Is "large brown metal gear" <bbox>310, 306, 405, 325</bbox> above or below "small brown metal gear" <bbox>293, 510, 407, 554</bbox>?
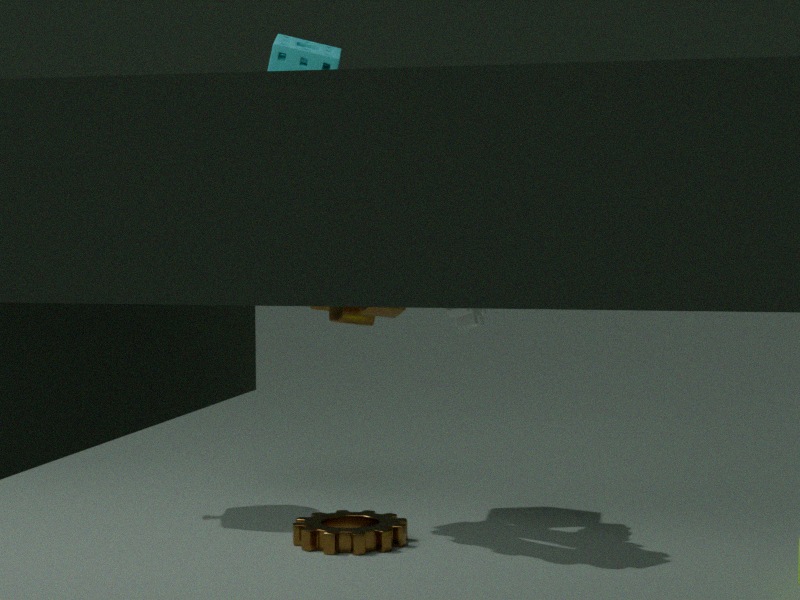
above
